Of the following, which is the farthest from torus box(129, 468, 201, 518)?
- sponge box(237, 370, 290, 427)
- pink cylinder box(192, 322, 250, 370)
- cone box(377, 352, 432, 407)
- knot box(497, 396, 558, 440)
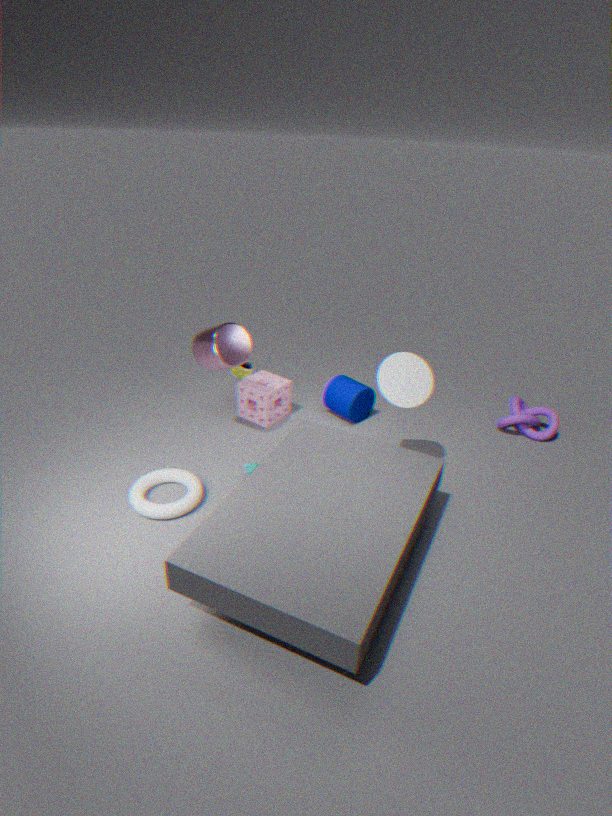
knot box(497, 396, 558, 440)
